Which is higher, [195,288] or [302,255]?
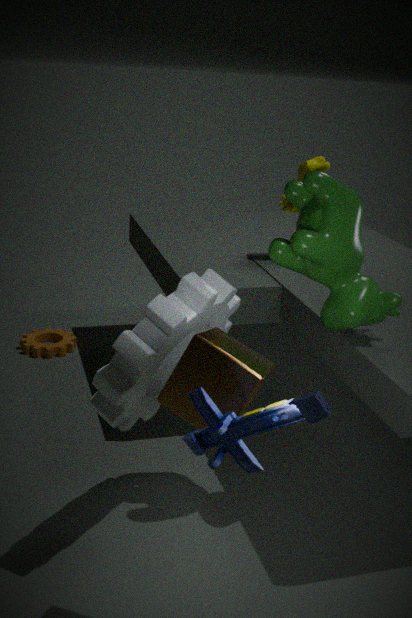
[302,255]
